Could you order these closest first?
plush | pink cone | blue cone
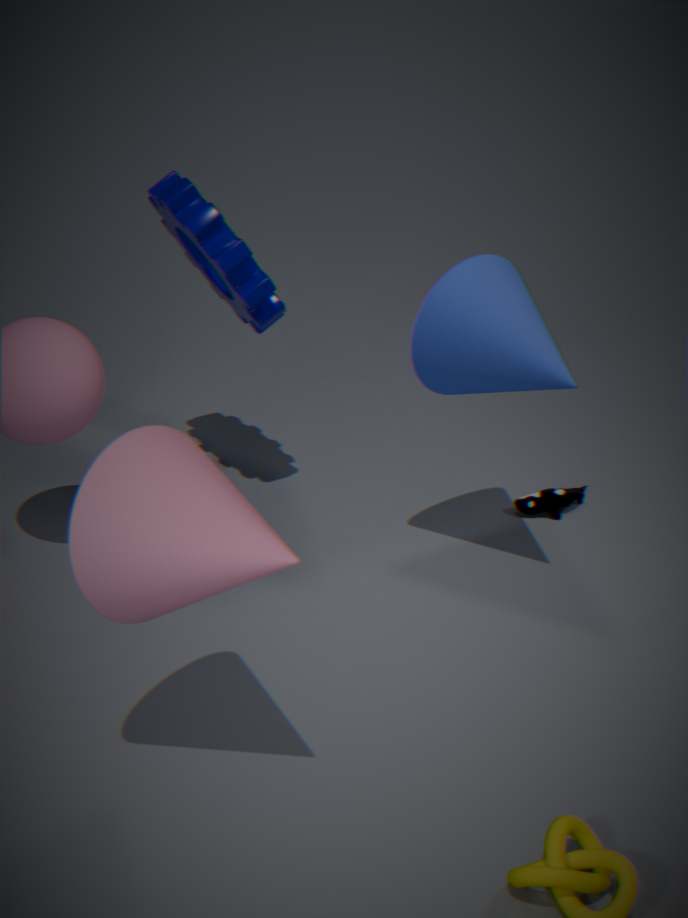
pink cone, blue cone, plush
